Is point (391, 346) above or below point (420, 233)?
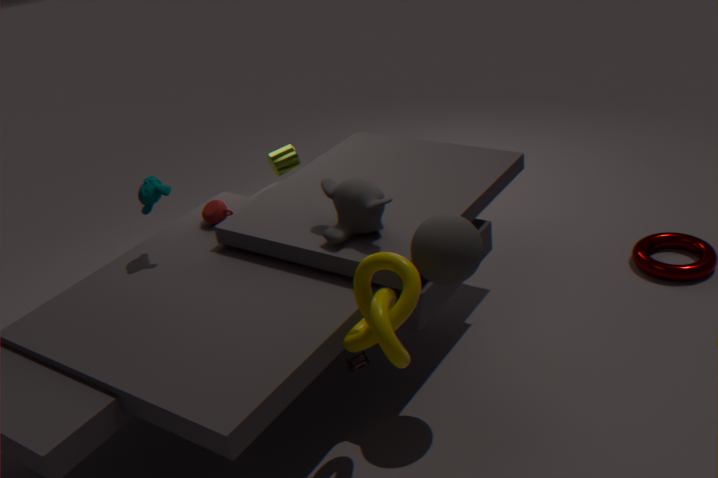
below
